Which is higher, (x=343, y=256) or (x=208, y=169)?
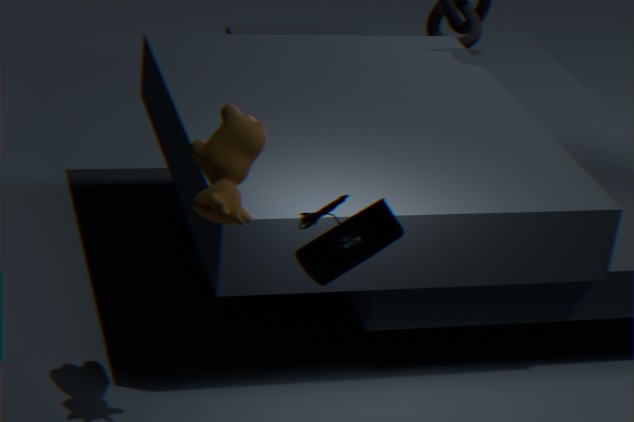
(x=343, y=256)
